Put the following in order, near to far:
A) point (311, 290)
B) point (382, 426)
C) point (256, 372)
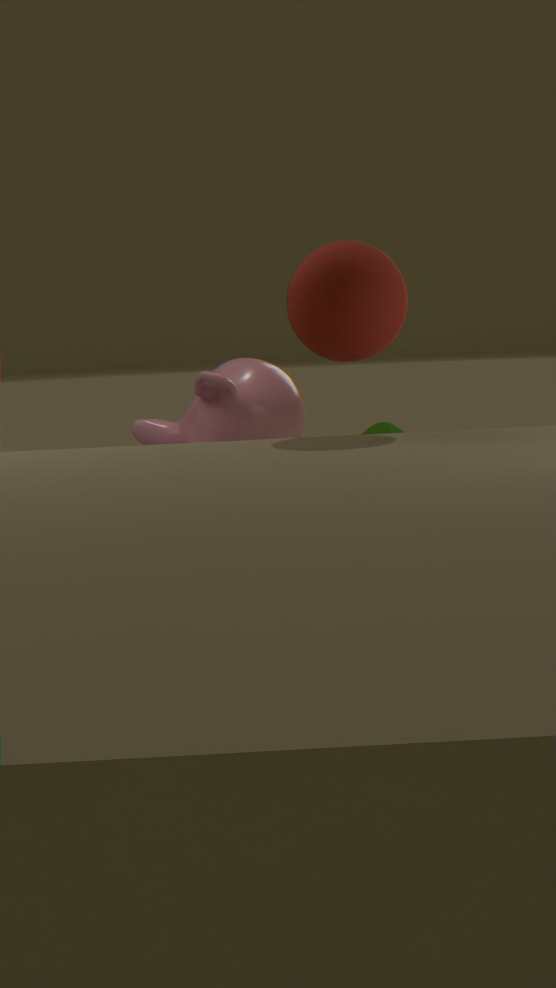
point (311, 290) < point (382, 426) < point (256, 372)
